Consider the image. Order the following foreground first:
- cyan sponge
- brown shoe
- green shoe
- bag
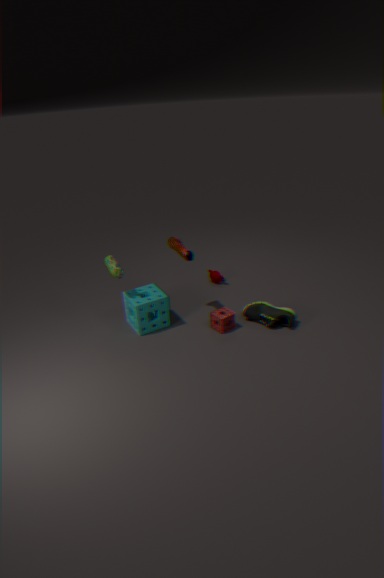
bag
cyan sponge
green shoe
brown shoe
